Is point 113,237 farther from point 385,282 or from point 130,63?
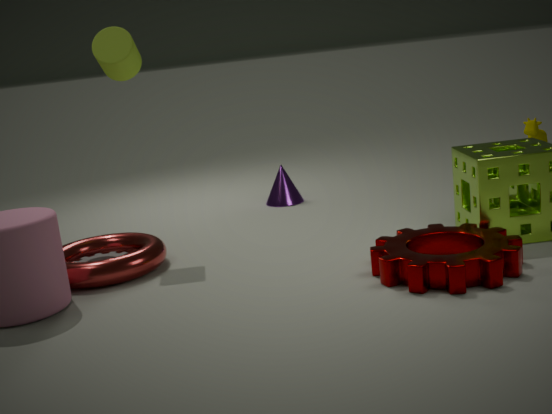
point 385,282
